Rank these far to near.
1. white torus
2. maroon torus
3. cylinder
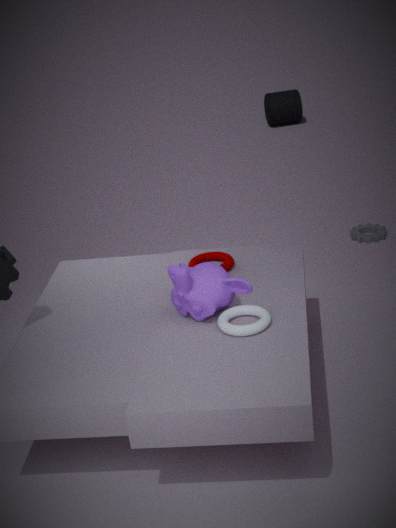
1. cylinder
2. maroon torus
3. white torus
